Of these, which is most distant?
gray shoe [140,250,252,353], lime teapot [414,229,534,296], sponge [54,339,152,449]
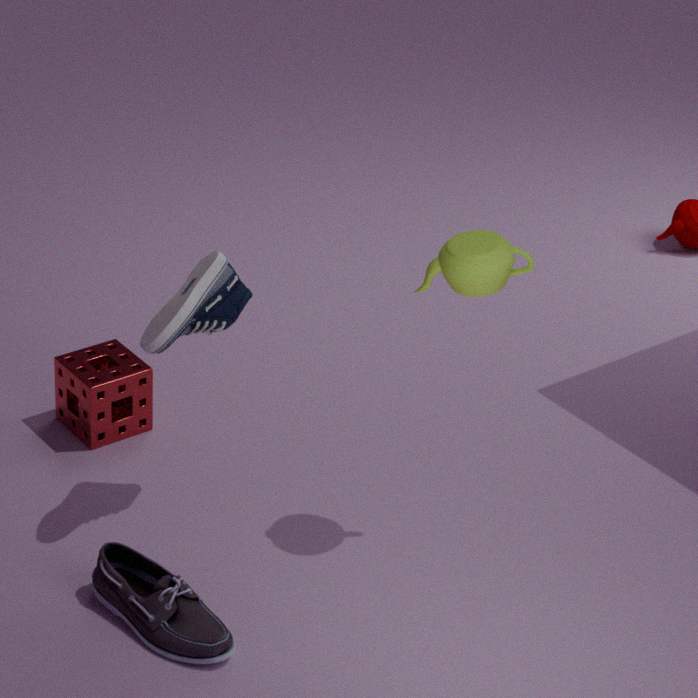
sponge [54,339,152,449]
